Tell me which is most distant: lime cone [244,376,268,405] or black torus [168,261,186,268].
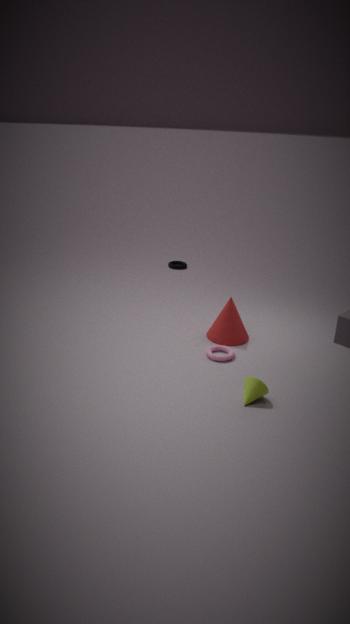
black torus [168,261,186,268]
